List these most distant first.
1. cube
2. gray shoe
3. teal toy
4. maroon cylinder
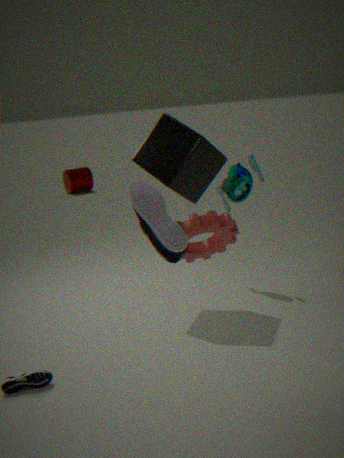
1. maroon cylinder
2. teal toy
3. cube
4. gray shoe
